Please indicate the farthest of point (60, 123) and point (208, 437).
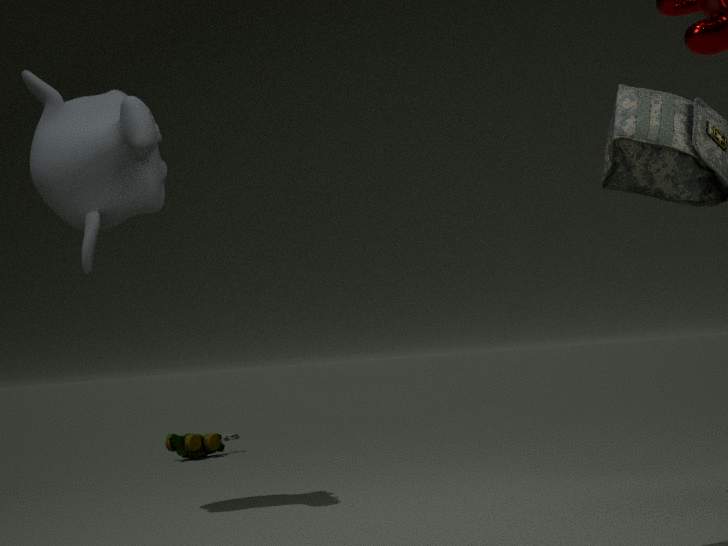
point (208, 437)
